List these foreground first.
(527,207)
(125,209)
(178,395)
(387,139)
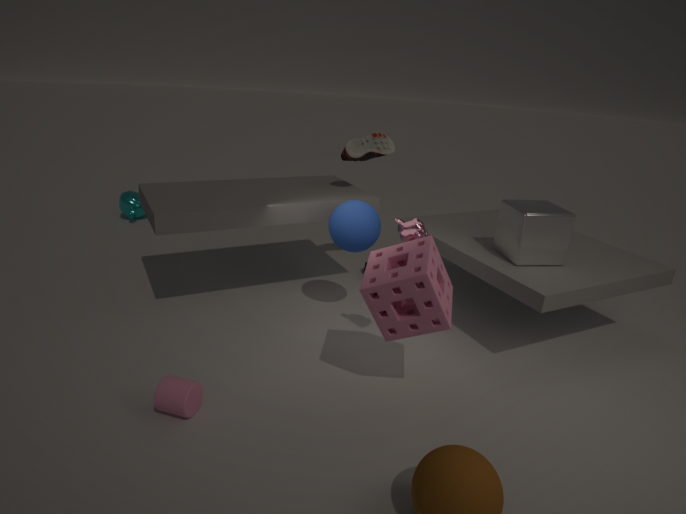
(178,395), (527,207), (387,139), (125,209)
